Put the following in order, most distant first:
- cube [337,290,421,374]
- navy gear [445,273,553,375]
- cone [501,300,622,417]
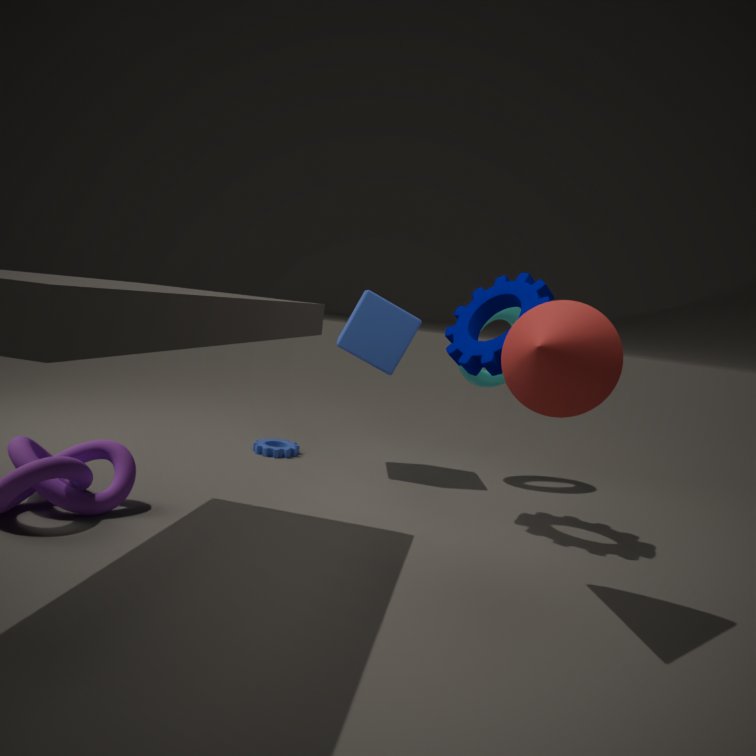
cube [337,290,421,374] → navy gear [445,273,553,375] → cone [501,300,622,417]
